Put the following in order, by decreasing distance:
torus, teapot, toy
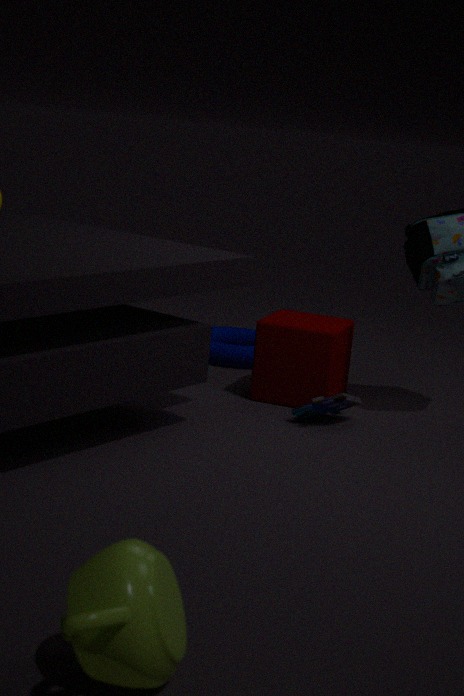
torus < toy < teapot
